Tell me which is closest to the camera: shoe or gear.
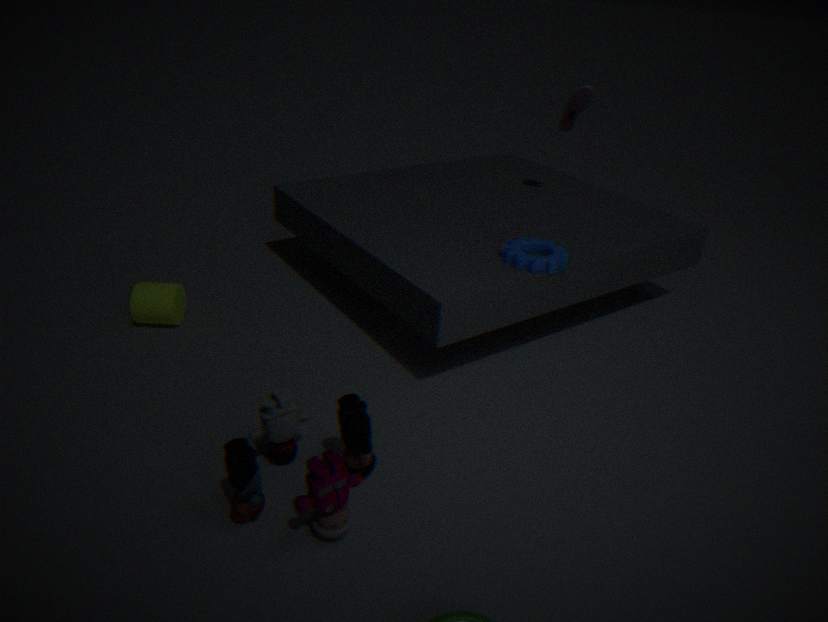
gear
